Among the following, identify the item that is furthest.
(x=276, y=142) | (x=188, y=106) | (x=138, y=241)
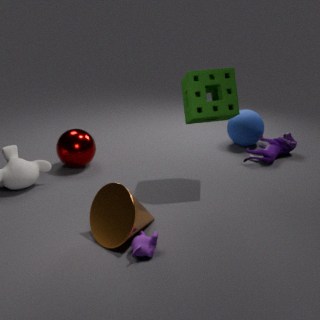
(x=276, y=142)
